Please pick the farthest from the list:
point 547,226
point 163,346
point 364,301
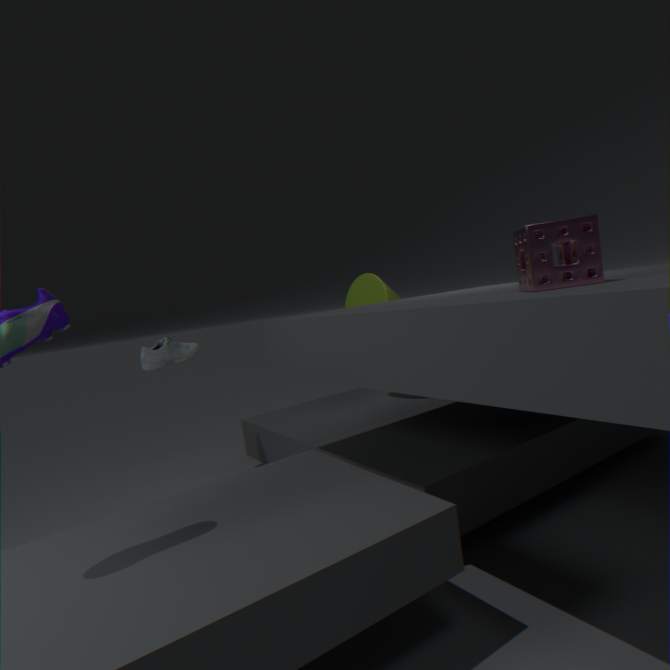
point 364,301
